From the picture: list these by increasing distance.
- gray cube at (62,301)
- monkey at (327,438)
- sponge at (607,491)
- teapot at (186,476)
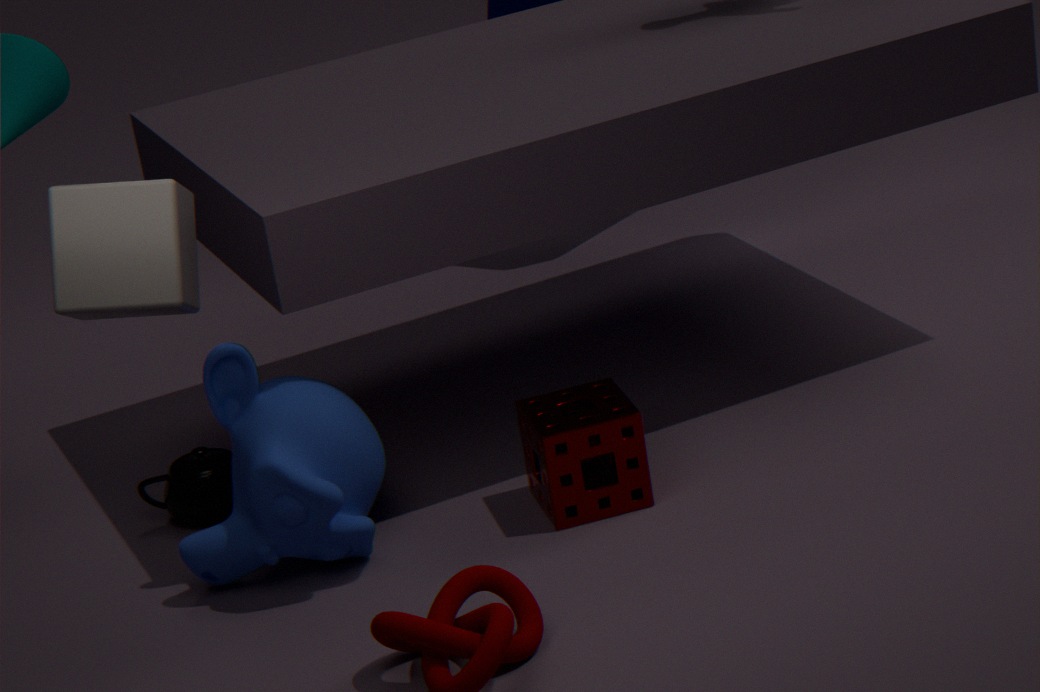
gray cube at (62,301) < monkey at (327,438) < sponge at (607,491) < teapot at (186,476)
